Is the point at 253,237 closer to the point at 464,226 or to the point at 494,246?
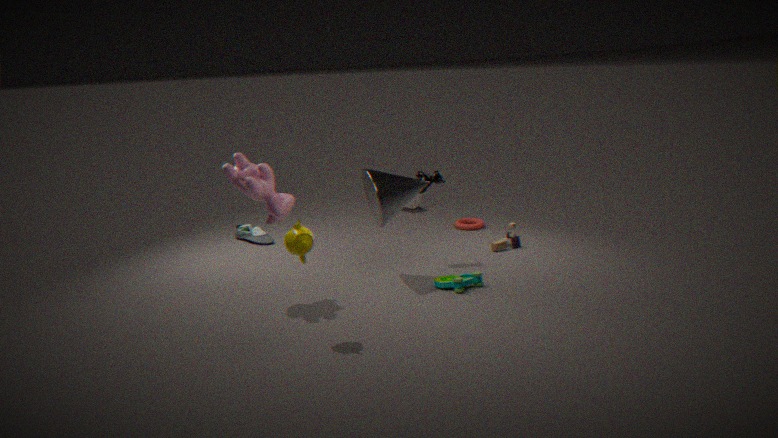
the point at 464,226
